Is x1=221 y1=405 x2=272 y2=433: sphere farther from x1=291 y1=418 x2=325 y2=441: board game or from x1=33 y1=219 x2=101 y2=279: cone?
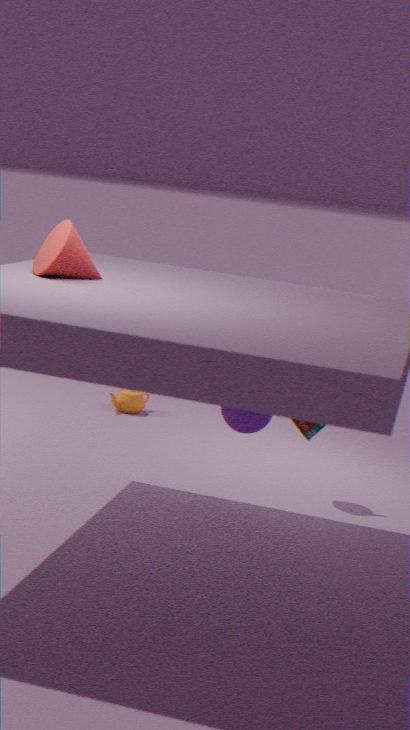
x1=33 y1=219 x2=101 y2=279: cone
